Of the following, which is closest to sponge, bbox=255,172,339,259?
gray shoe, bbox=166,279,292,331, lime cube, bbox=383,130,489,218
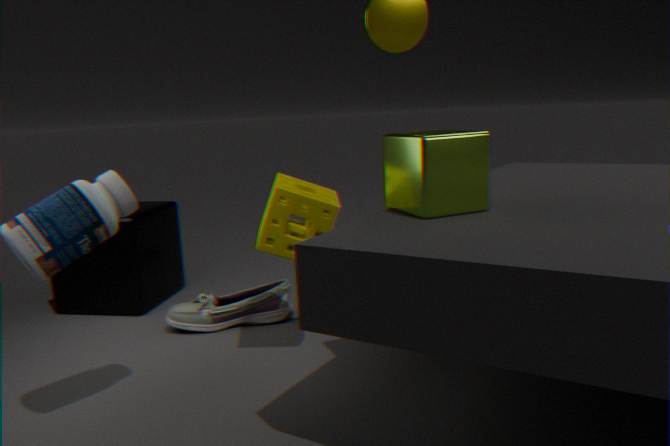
lime cube, bbox=383,130,489,218
